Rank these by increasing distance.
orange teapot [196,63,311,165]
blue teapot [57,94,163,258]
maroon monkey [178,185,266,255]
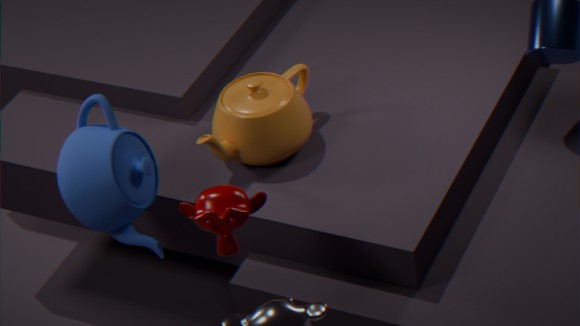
maroon monkey [178,185,266,255] < blue teapot [57,94,163,258] < orange teapot [196,63,311,165]
